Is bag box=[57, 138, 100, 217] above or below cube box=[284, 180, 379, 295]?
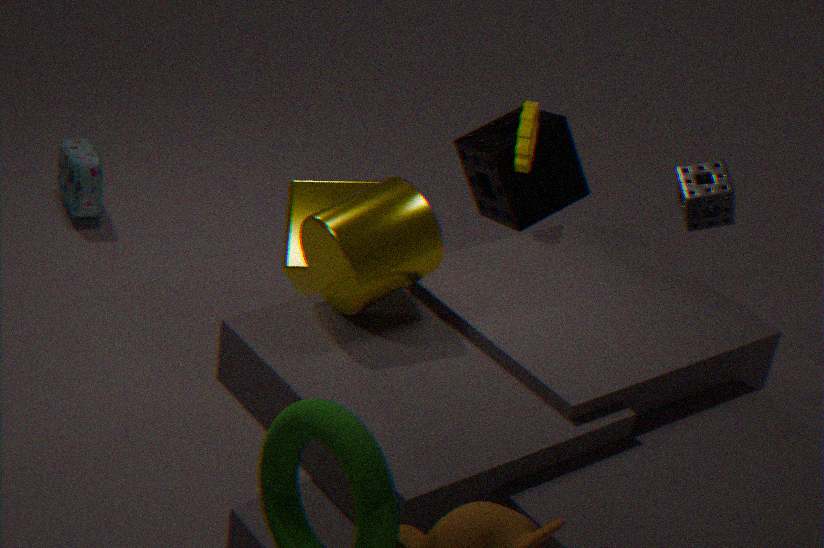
below
